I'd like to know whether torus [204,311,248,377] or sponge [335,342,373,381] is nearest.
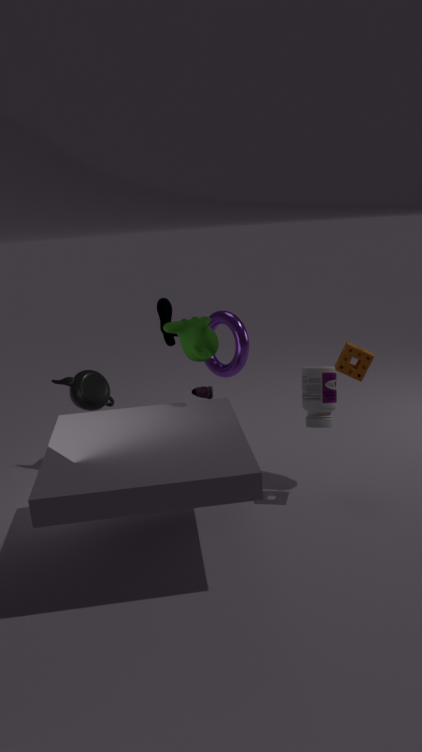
sponge [335,342,373,381]
